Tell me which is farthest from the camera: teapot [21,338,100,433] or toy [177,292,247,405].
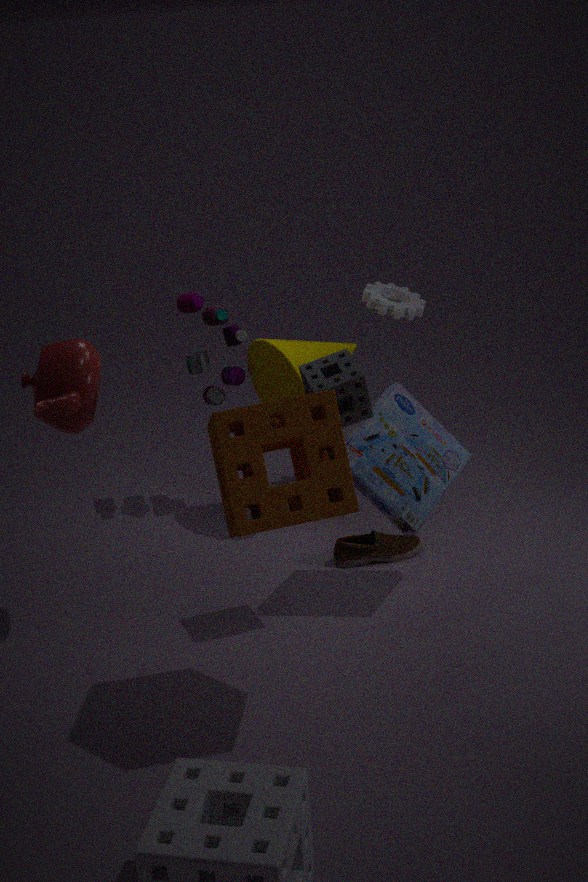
toy [177,292,247,405]
